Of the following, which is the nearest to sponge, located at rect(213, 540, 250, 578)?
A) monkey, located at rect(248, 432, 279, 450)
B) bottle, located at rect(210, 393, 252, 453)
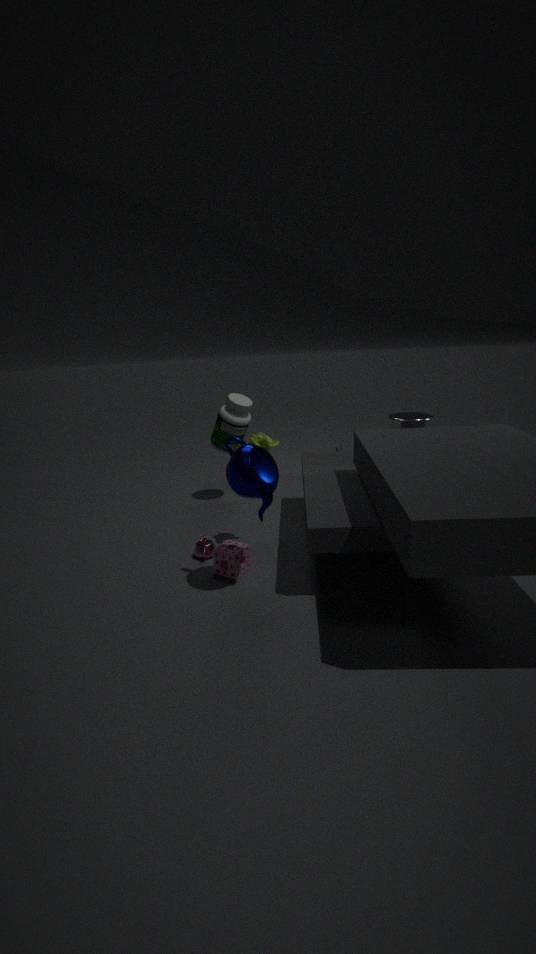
monkey, located at rect(248, 432, 279, 450)
